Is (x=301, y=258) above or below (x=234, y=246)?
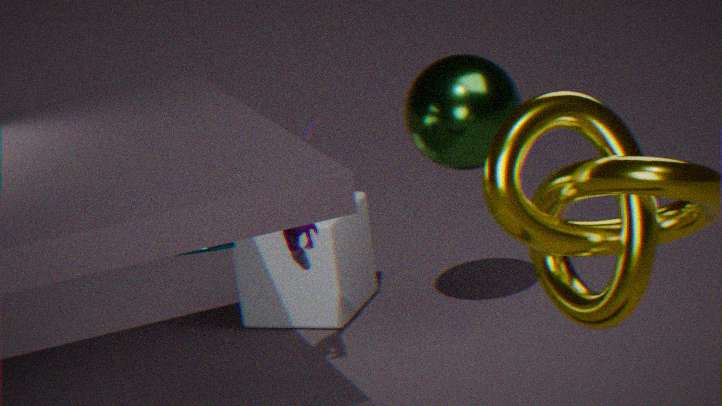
below
